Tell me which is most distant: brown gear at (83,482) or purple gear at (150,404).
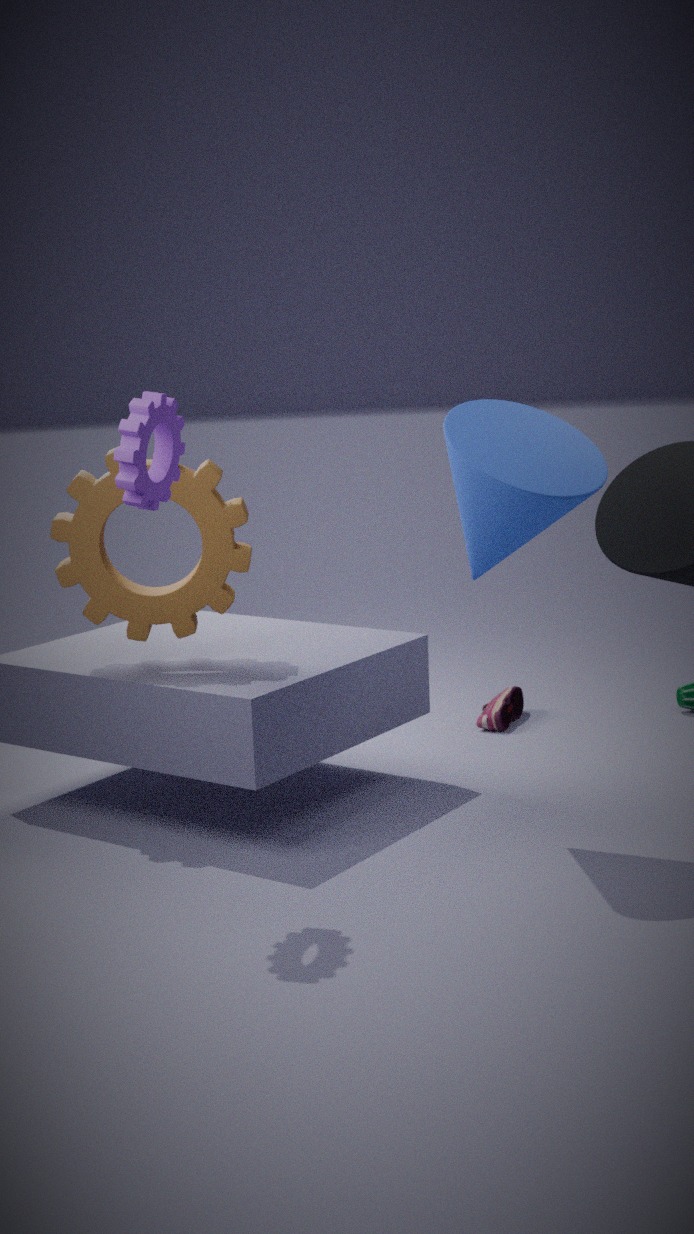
brown gear at (83,482)
